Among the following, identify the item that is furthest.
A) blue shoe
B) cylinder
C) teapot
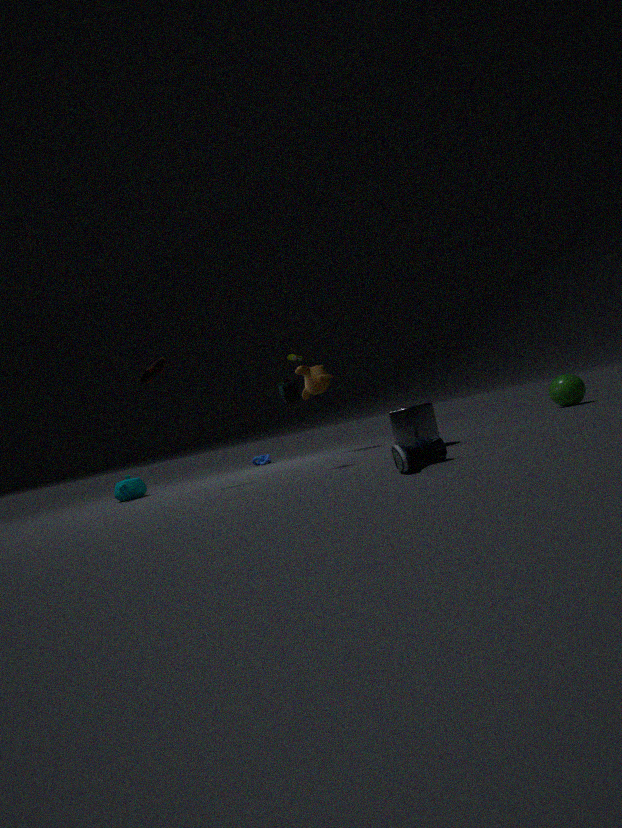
teapot
